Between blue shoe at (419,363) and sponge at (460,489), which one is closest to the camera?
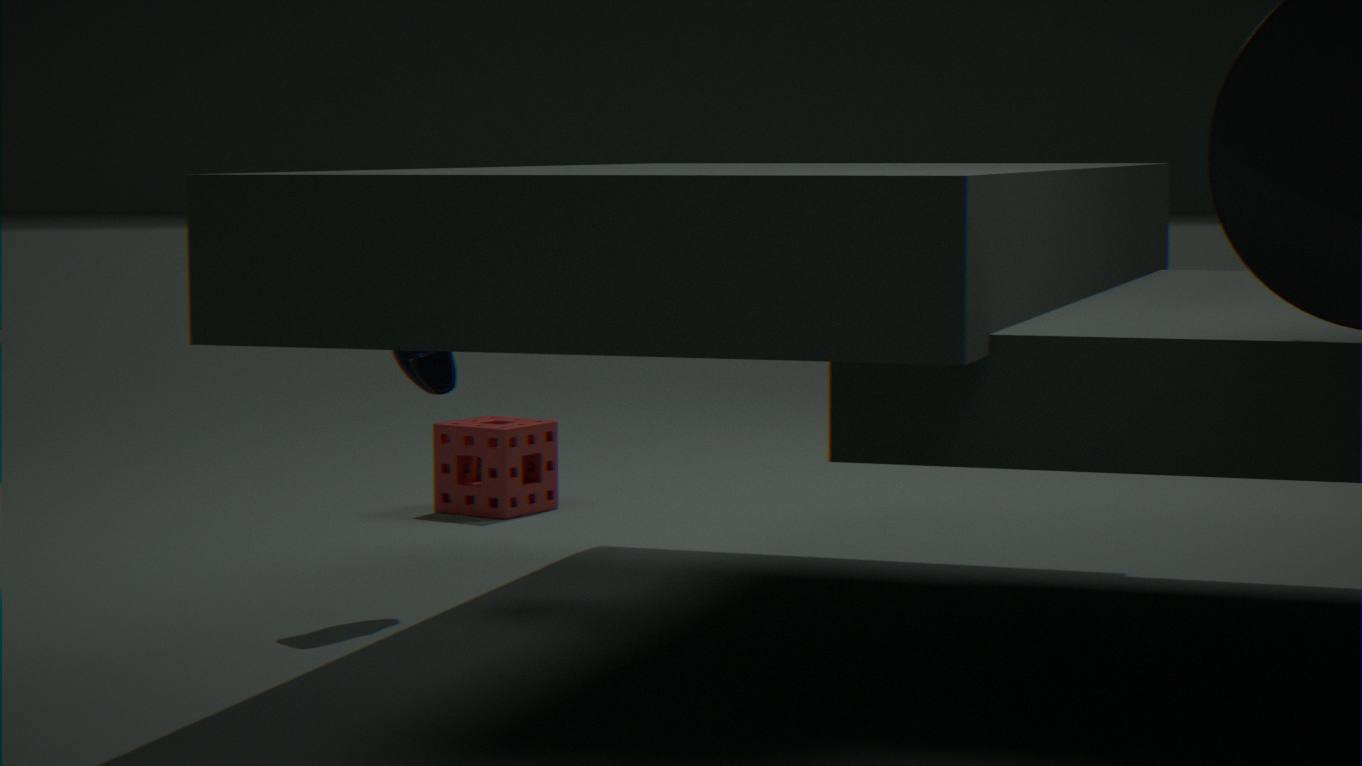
blue shoe at (419,363)
